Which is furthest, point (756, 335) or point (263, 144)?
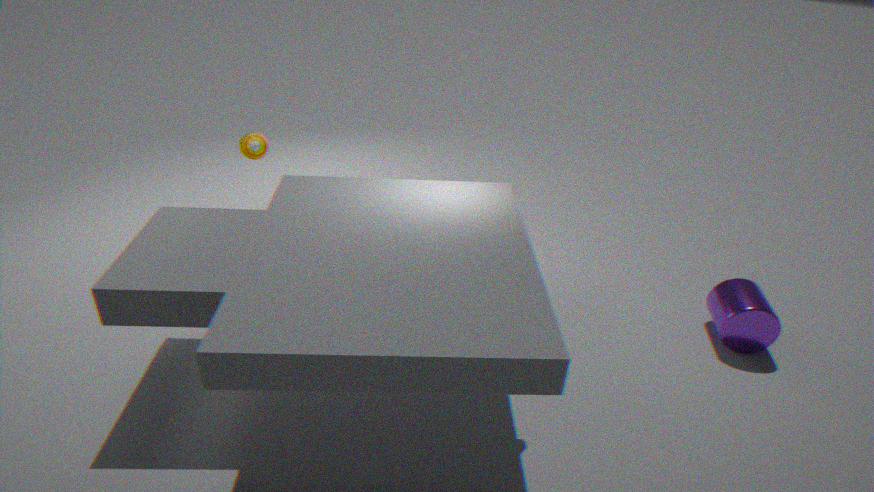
point (263, 144)
